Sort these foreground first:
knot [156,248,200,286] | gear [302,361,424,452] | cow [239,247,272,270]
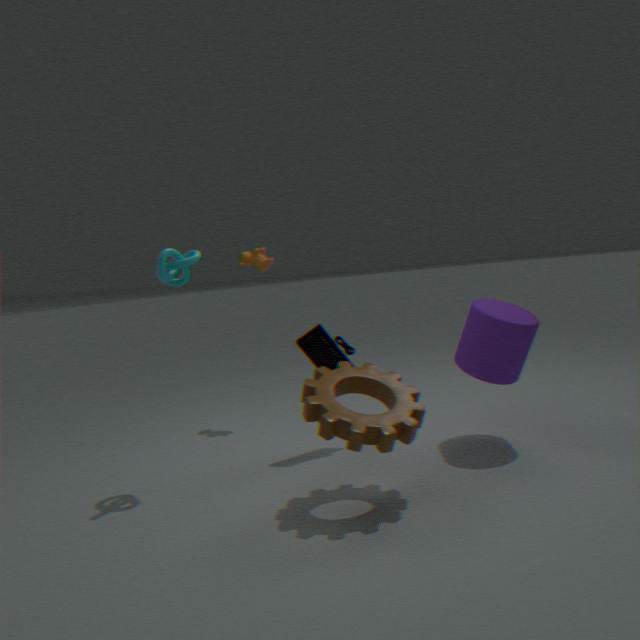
gear [302,361,424,452] → knot [156,248,200,286] → cow [239,247,272,270]
